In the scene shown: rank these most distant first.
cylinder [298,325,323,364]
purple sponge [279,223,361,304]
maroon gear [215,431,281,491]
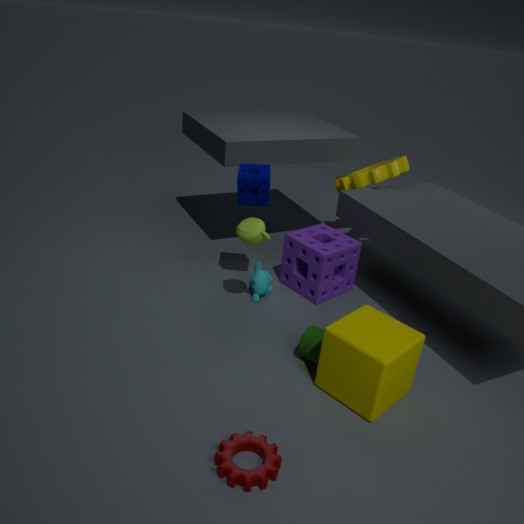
1. purple sponge [279,223,361,304]
2. cylinder [298,325,323,364]
3. maroon gear [215,431,281,491]
